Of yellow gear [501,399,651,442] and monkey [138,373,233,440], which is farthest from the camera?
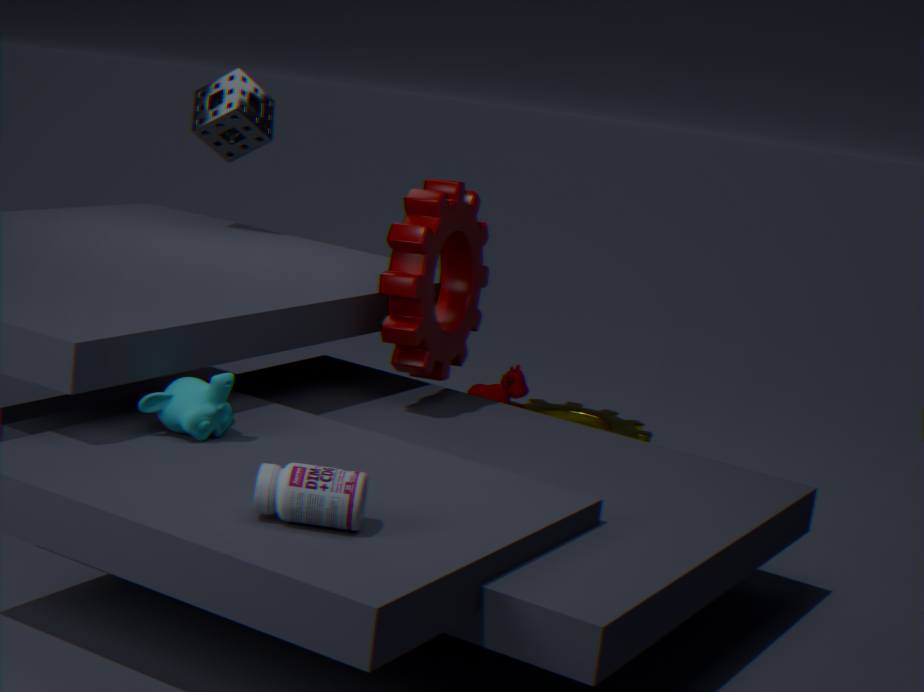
yellow gear [501,399,651,442]
